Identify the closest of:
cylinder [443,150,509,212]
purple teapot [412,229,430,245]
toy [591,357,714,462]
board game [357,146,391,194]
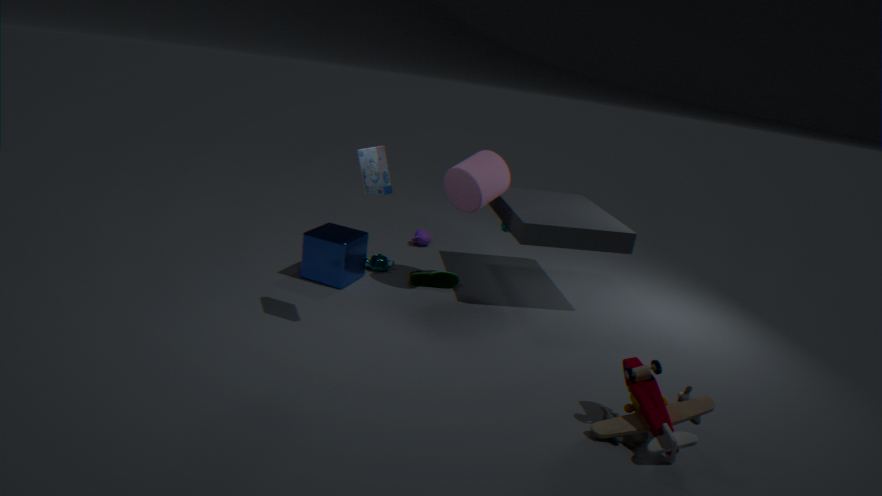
toy [591,357,714,462]
